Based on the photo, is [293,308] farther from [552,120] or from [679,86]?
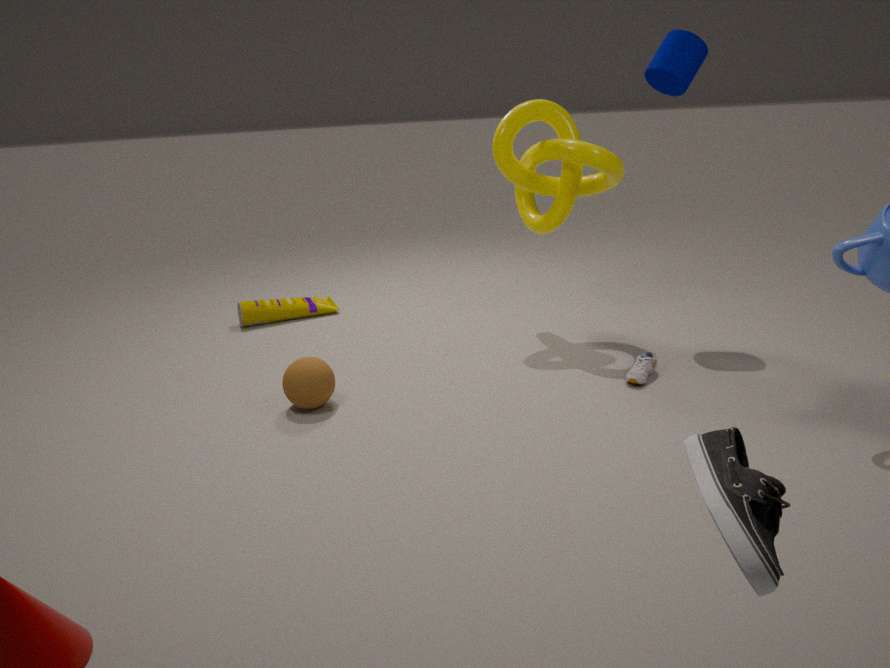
[679,86]
